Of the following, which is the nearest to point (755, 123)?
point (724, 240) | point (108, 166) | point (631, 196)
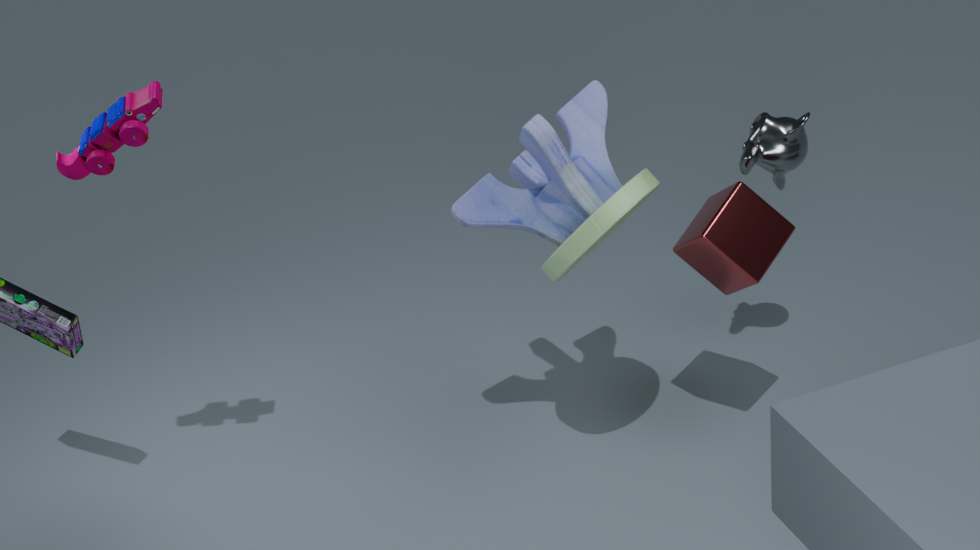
point (724, 240)
